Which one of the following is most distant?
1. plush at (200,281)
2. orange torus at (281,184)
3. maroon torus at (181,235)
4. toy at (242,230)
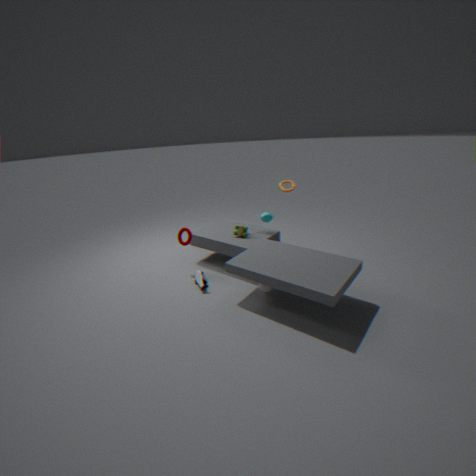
orange torus at (281,184)
